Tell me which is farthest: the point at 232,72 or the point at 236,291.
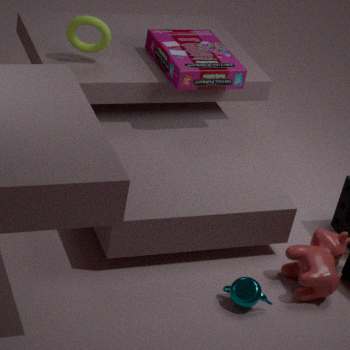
the point at 232,72
